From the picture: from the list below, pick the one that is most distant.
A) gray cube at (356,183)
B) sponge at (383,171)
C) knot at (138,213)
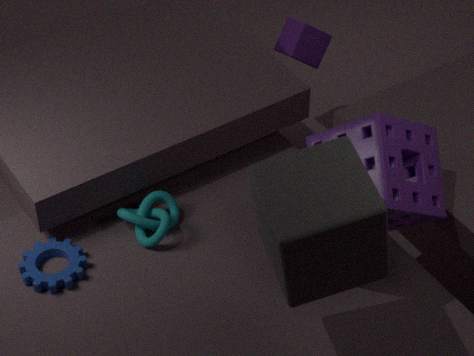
knot at (138,213)
